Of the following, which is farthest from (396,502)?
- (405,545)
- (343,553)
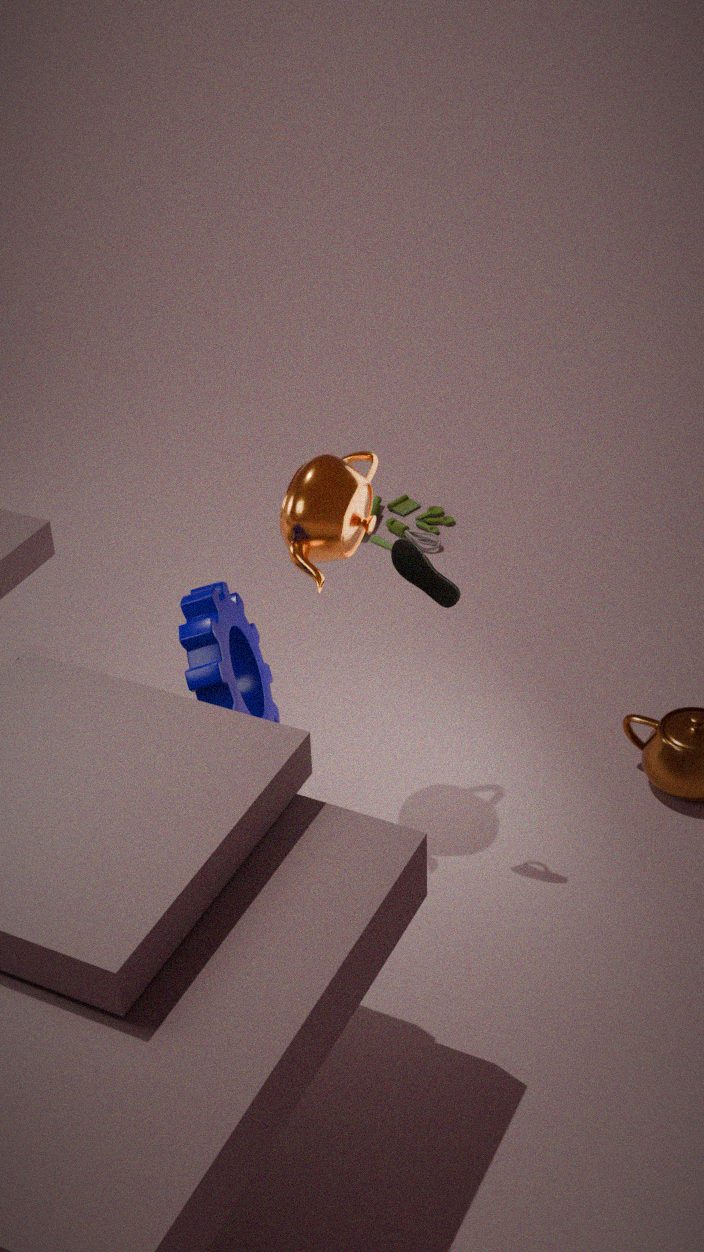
(405,545)
